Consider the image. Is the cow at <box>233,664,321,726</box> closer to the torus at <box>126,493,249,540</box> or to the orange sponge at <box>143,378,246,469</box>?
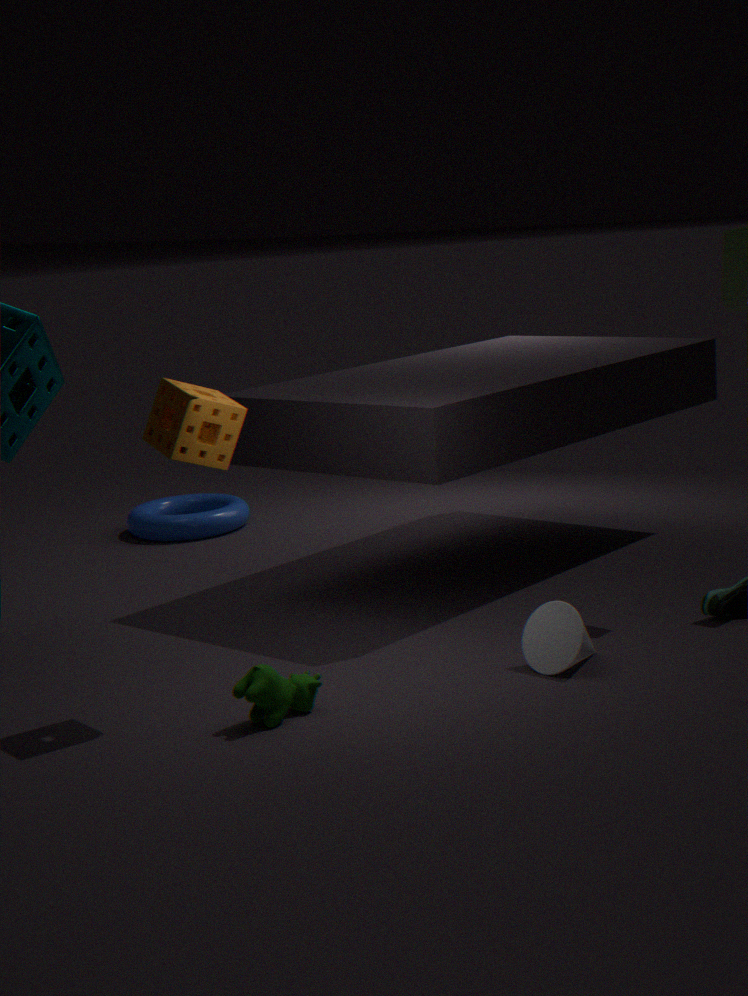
the orange sponge at <box>143,378,246,469</box>
